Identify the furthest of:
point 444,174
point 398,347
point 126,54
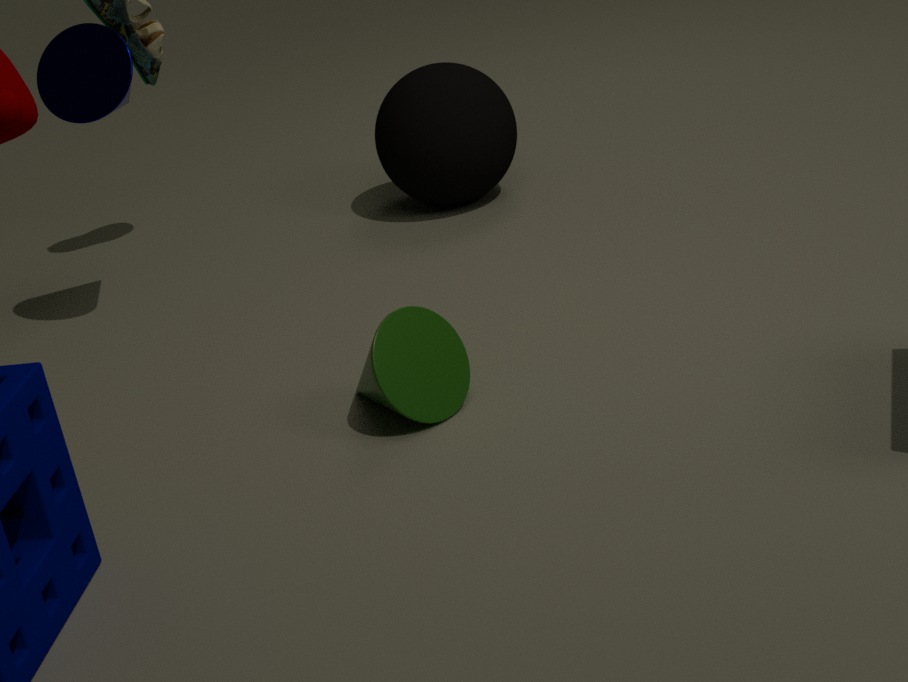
point 444,174
